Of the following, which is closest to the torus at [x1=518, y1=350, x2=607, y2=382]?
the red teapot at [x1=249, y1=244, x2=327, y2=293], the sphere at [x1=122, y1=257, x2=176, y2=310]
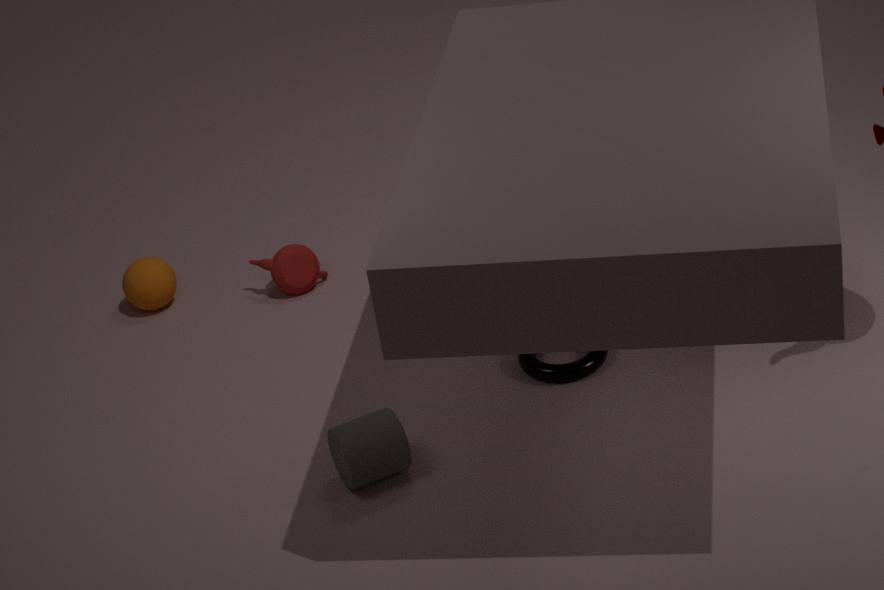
the red teapot at [x1=249, y1=244, x2=327, y2=293]
